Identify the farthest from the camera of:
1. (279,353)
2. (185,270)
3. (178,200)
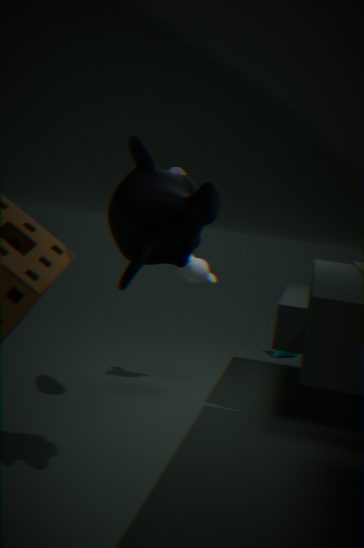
(279,353)
